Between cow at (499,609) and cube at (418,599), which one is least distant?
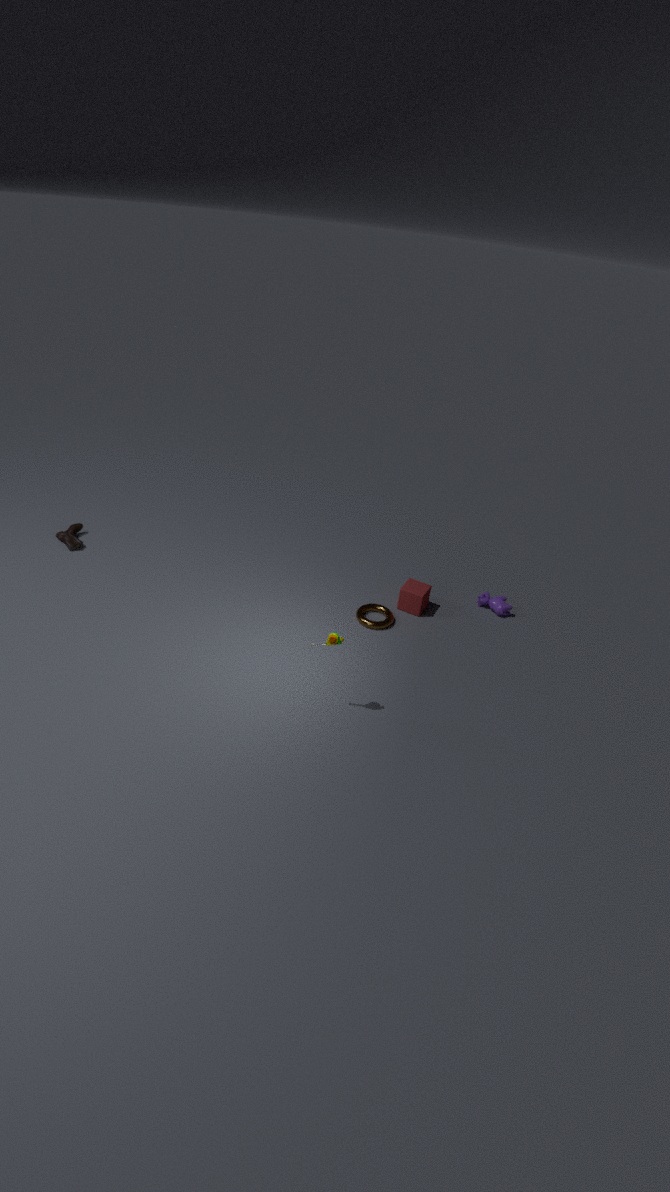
cube at (418,599)
